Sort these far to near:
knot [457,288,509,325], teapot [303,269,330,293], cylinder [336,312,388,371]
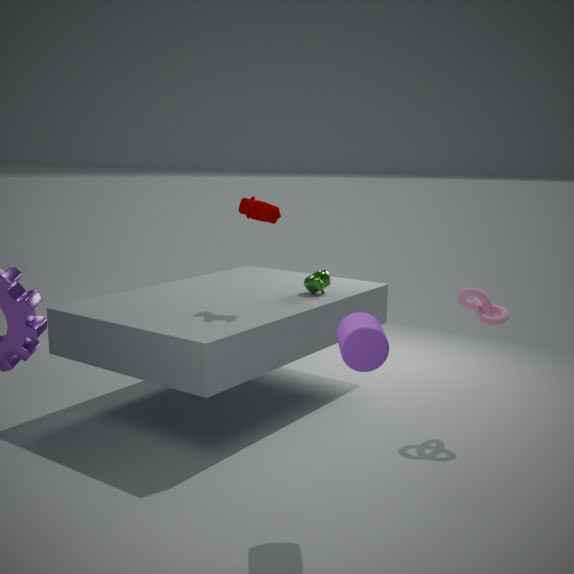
teapot [303,269,330,293] → knot [457,288,509,325] → cylinder [336,312,388,371]
